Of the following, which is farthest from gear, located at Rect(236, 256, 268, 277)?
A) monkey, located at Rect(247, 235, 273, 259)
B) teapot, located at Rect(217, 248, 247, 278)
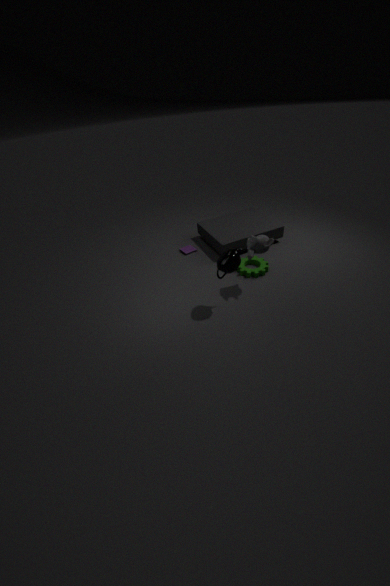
teapot, located at Rect(217, 248, 247, 278)
